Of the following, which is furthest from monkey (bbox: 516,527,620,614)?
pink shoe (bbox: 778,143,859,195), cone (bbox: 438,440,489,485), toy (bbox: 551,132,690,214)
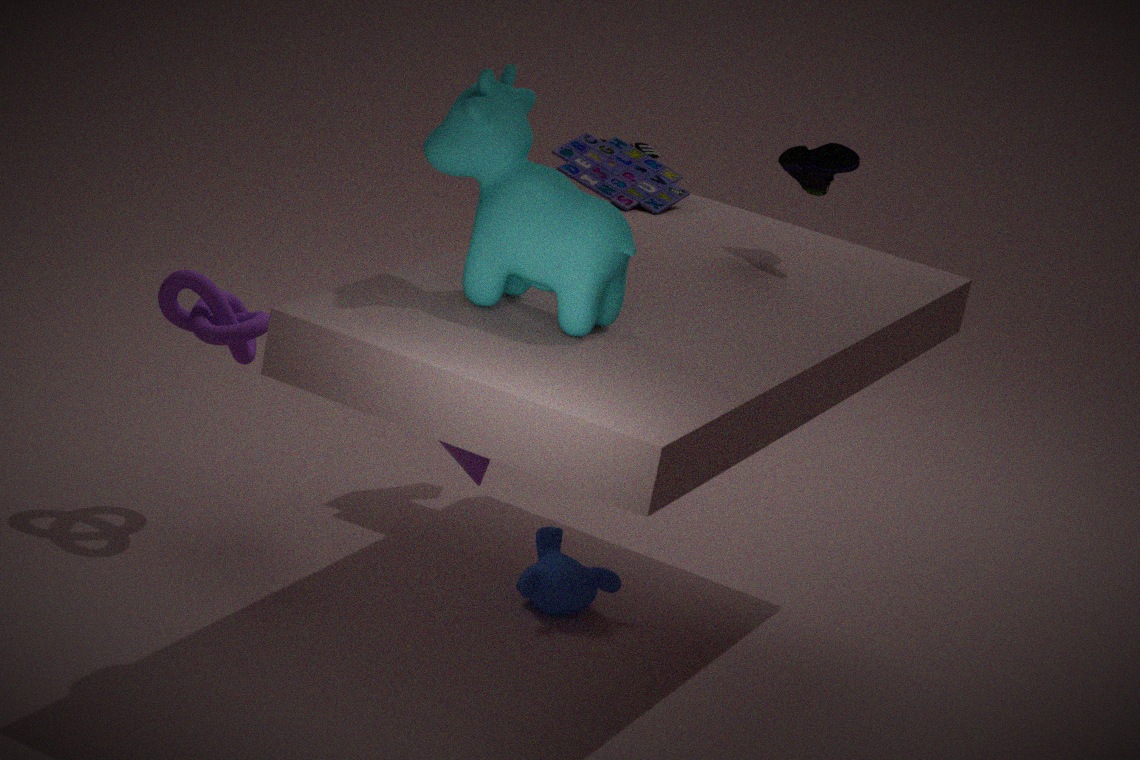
pink shoe (bbox: 778,143,859,195)
